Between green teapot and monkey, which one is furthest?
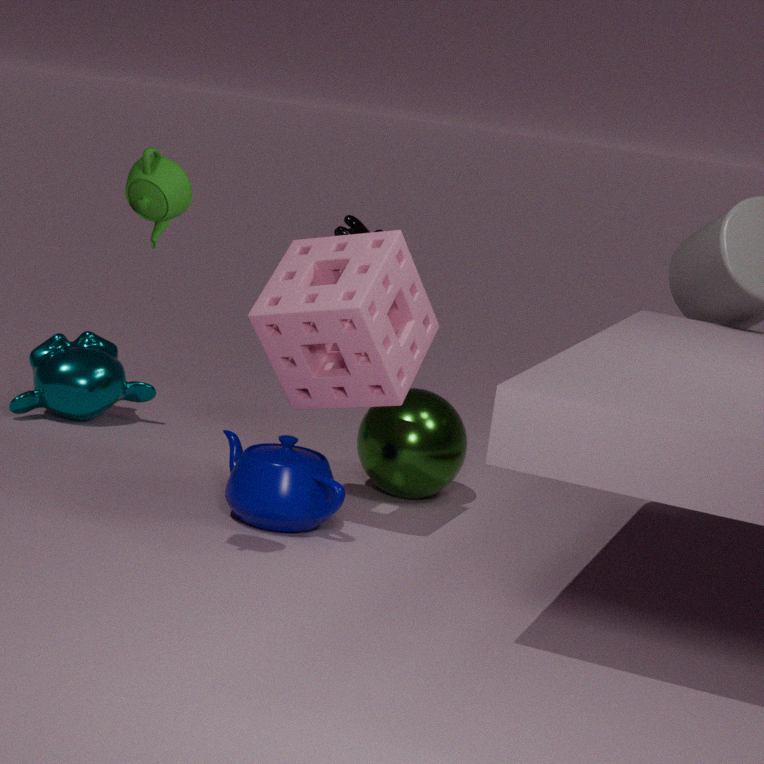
monkey
